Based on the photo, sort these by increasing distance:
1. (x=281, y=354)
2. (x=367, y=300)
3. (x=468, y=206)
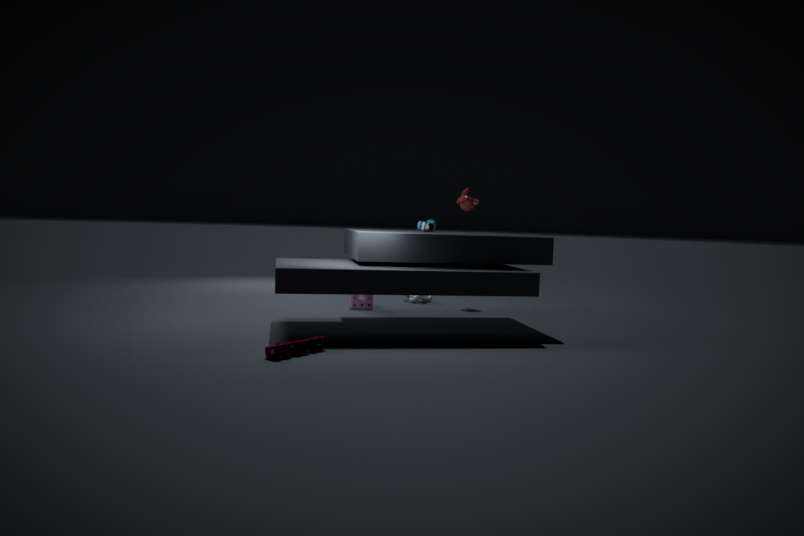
(x=281, y=354) < (x=367, y=300) < (x=468, y=206)
